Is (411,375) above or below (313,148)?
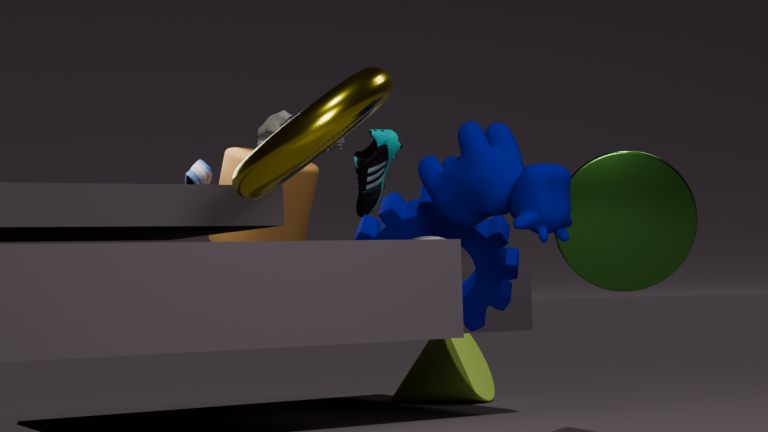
below
